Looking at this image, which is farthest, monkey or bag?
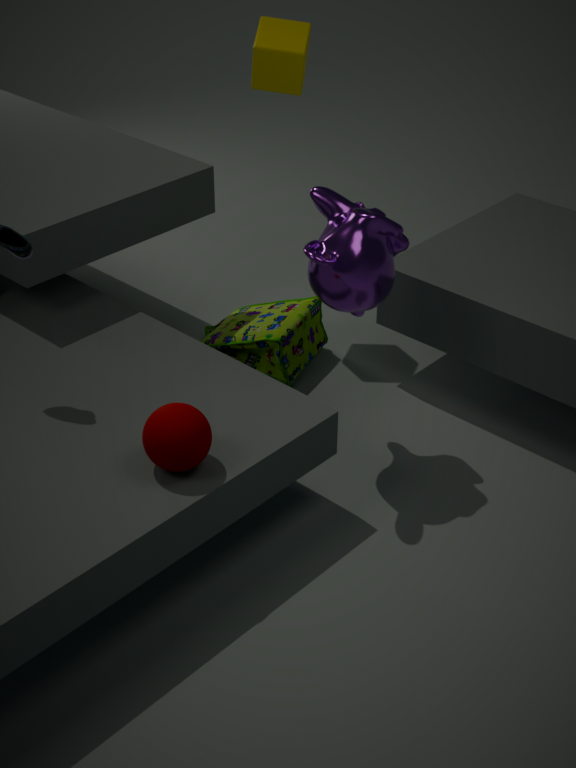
bag
